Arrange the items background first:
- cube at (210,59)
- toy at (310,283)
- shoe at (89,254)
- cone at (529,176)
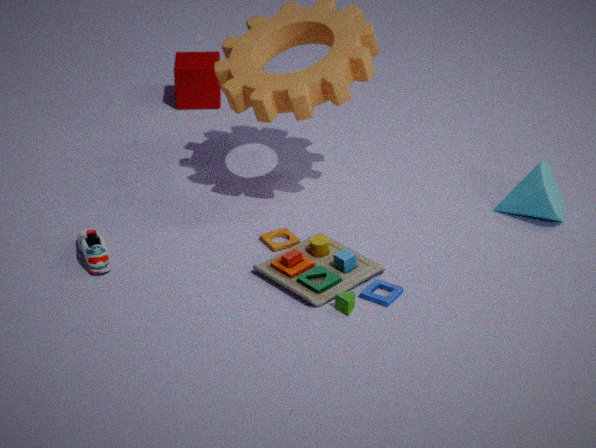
cube at (210,59)
cone at (529,176)
shoe at (89,254)
toy at (310,283)
